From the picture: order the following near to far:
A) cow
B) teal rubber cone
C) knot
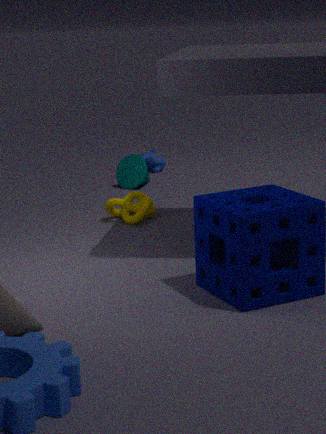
knot < teal rubber cone < cow
